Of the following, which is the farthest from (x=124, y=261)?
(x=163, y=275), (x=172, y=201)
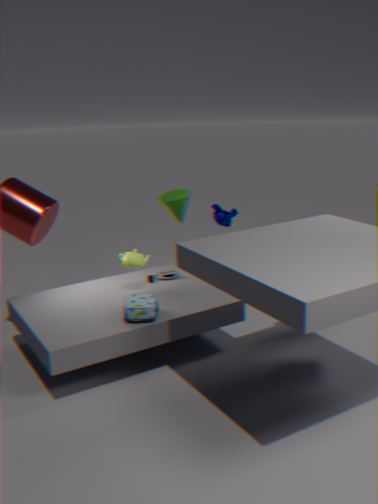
(x=172, y=201)
